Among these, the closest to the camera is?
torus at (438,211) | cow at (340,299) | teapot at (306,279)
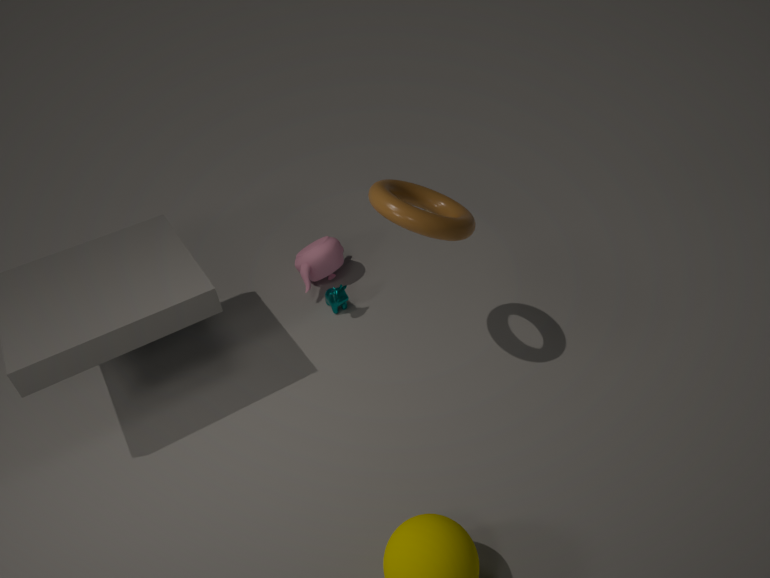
torus at (438,211)
